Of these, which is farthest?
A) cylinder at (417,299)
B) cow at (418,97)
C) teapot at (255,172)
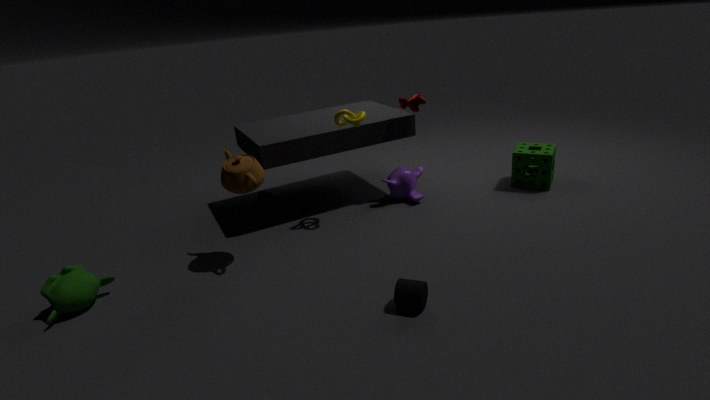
cow at (418,97)
